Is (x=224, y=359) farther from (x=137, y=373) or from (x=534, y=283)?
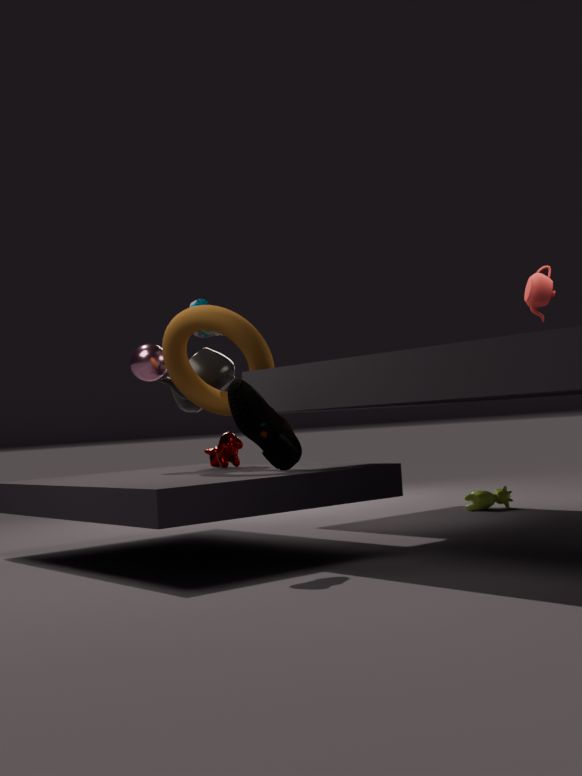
(x=534, y=283)
